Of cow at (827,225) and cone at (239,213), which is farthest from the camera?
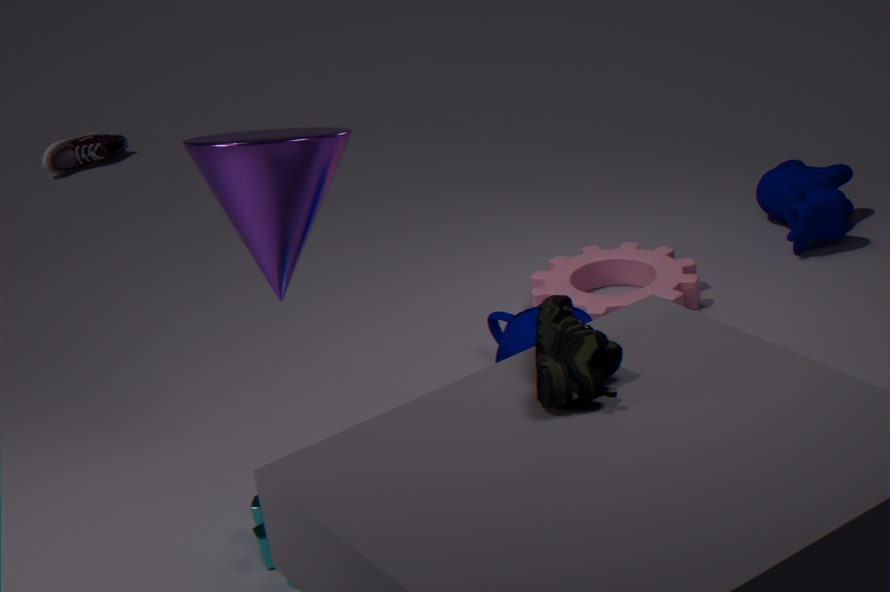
cow at (827,225)
